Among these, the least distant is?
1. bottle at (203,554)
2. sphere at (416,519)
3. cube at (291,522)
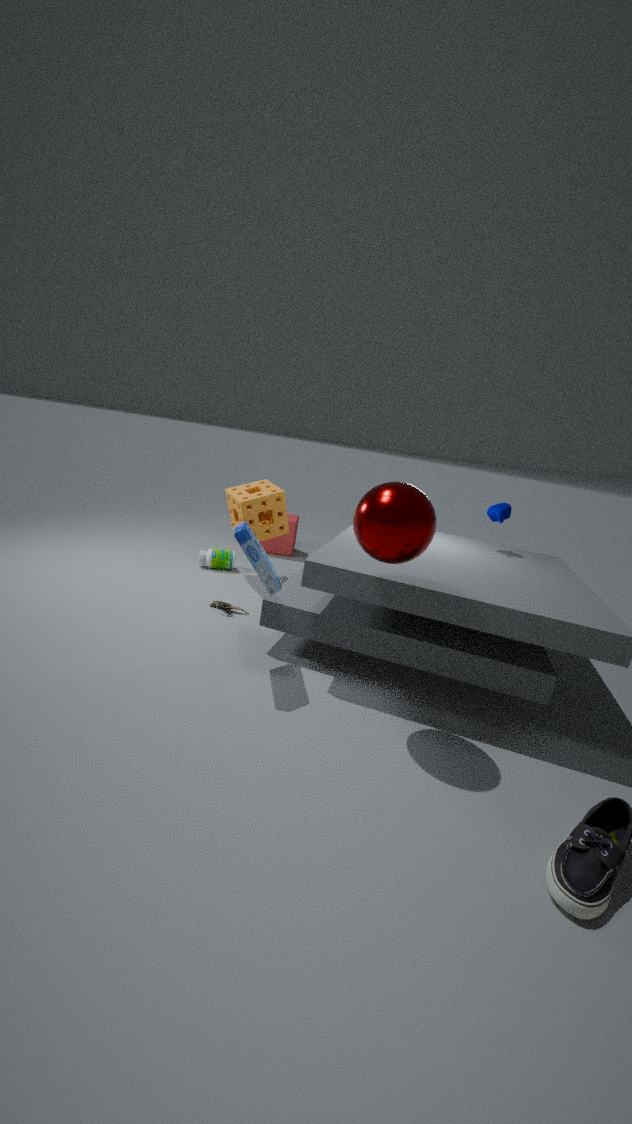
sphere at (416,519)
